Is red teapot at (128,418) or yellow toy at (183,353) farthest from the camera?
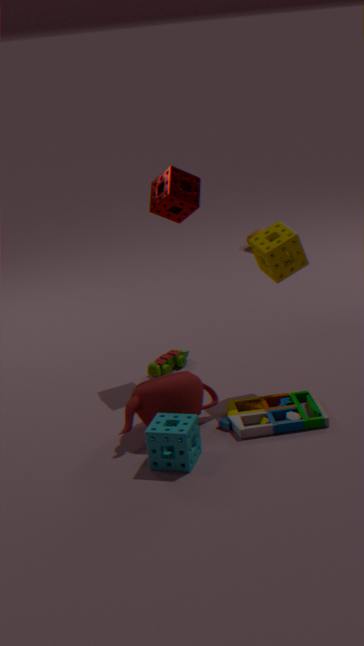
yellow toy at (183,353)
